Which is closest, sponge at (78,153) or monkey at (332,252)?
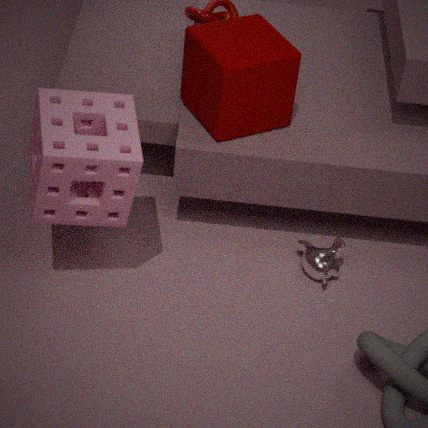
sponge at (78,153)
